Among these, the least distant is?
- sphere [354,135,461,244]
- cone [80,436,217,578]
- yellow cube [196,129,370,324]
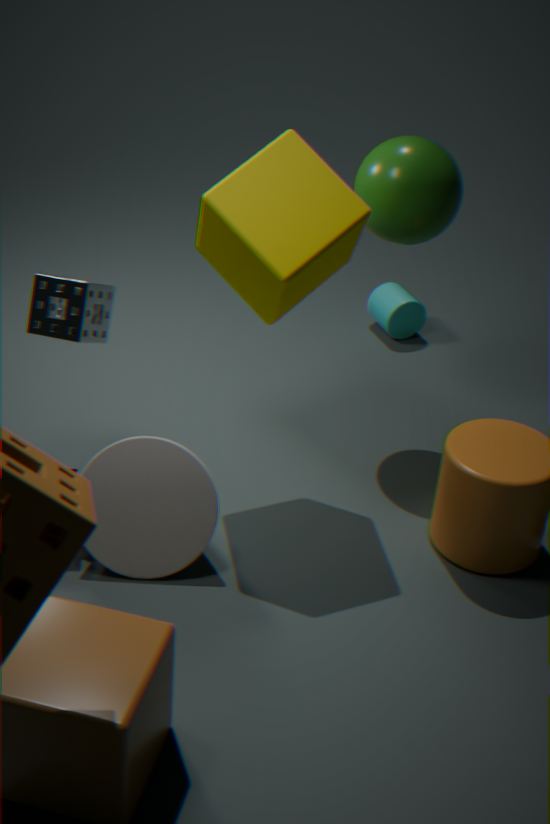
yellow cube [196,129,370,324]
